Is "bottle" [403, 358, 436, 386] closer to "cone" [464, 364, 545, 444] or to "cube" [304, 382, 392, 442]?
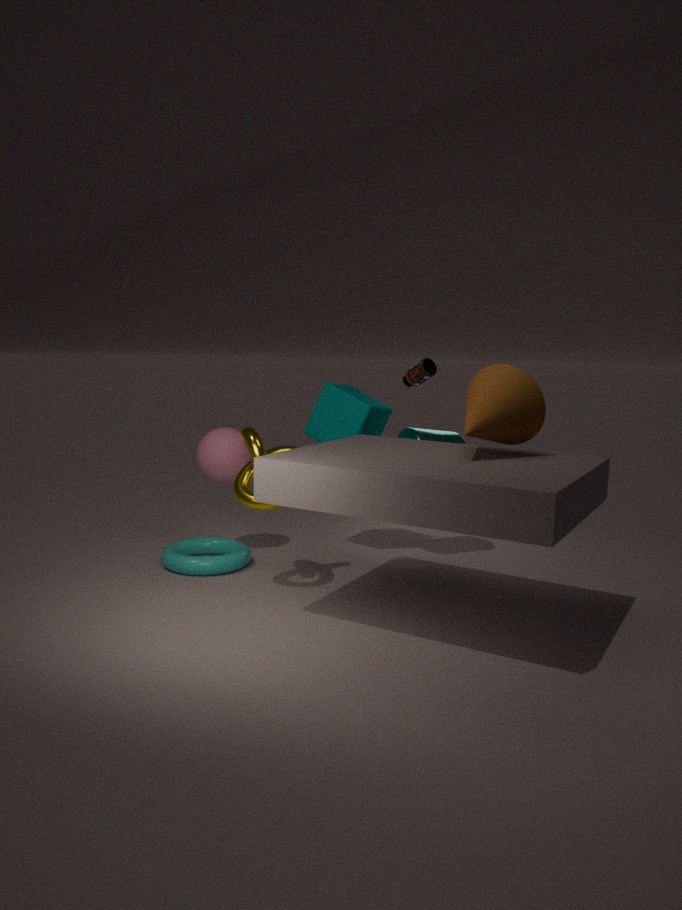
"cube" [304, 382, 392, 442]
